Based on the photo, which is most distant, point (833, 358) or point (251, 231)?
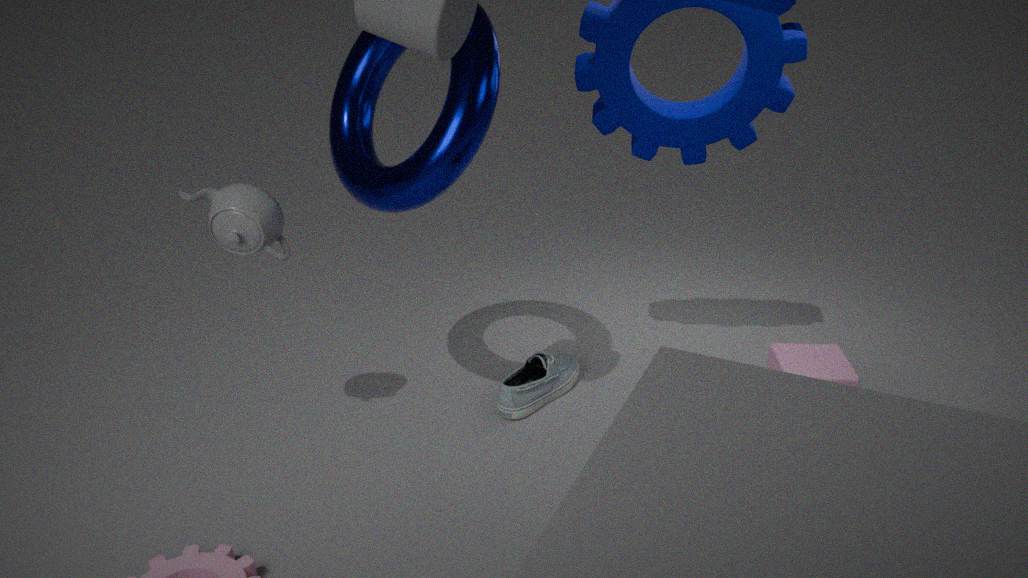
point (833, 358)
